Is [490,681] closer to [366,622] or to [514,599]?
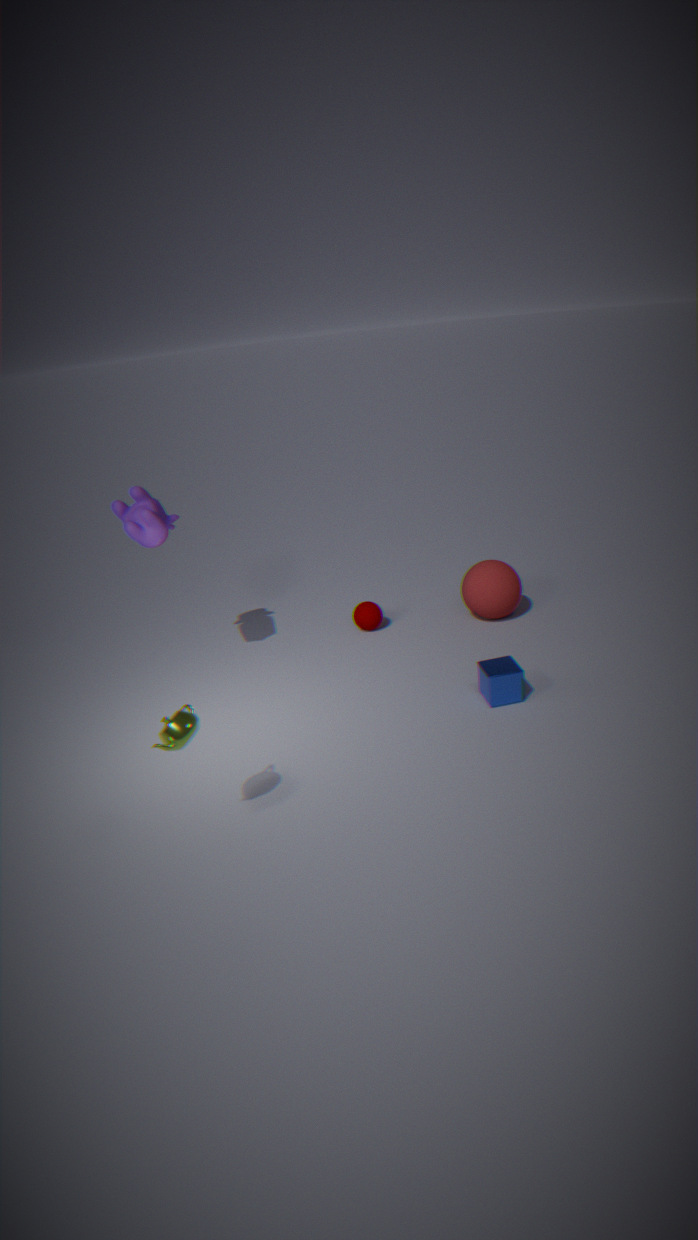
[514,599]
